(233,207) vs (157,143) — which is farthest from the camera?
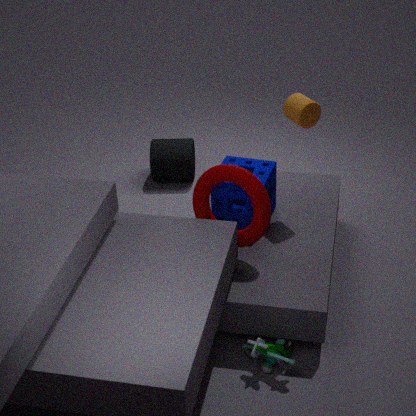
(157,143)
